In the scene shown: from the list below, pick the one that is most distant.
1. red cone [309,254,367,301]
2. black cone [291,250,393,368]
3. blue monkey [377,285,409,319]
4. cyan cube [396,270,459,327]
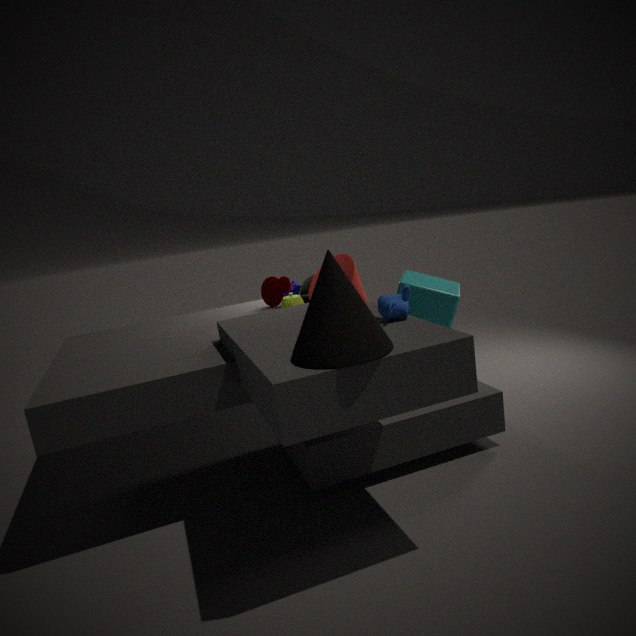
red cone [309,254,367,301]
